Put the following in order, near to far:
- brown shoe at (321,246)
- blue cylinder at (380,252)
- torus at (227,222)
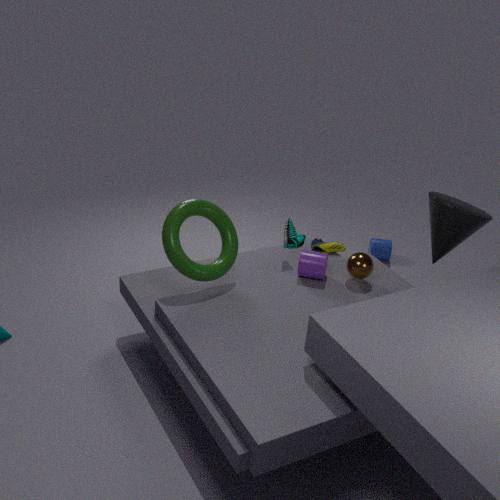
torus at (227,222) → brown shoe at (321,246) → blue cylinder at (380,252)
